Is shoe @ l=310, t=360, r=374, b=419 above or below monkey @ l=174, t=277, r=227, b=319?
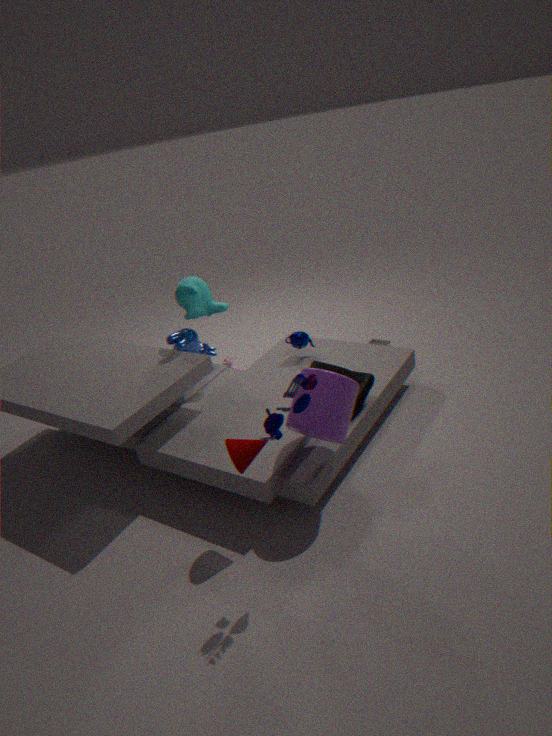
below
